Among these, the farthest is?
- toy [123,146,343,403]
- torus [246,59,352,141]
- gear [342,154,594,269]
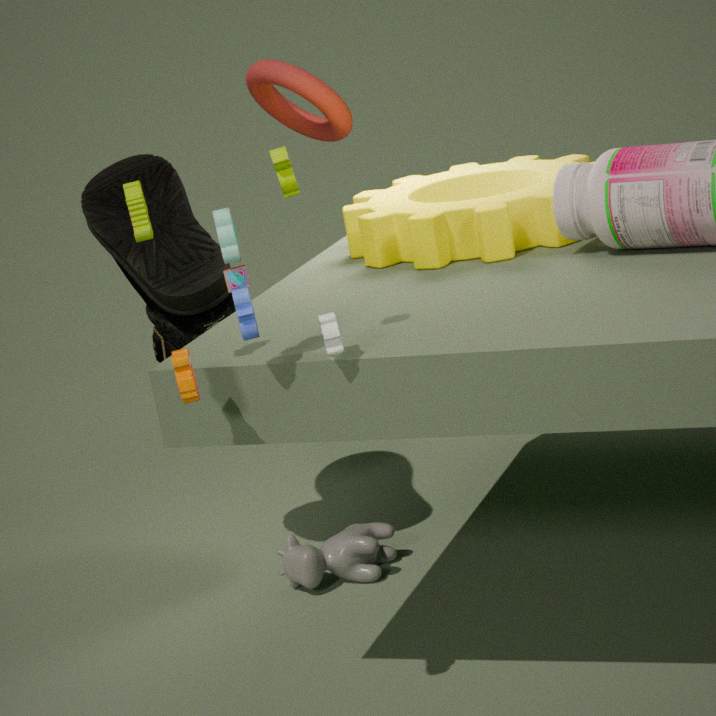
torus [246,59,352,141]
